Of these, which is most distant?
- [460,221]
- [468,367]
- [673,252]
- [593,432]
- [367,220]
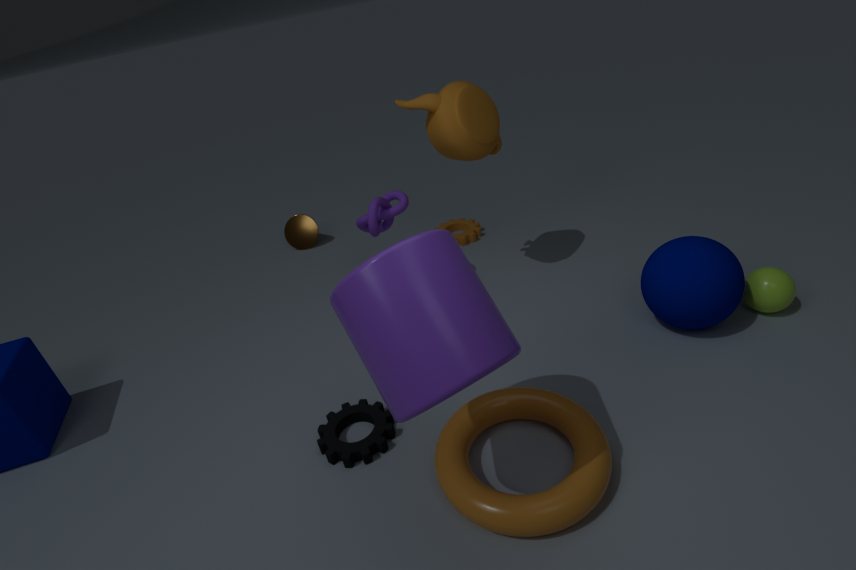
[460,221]
